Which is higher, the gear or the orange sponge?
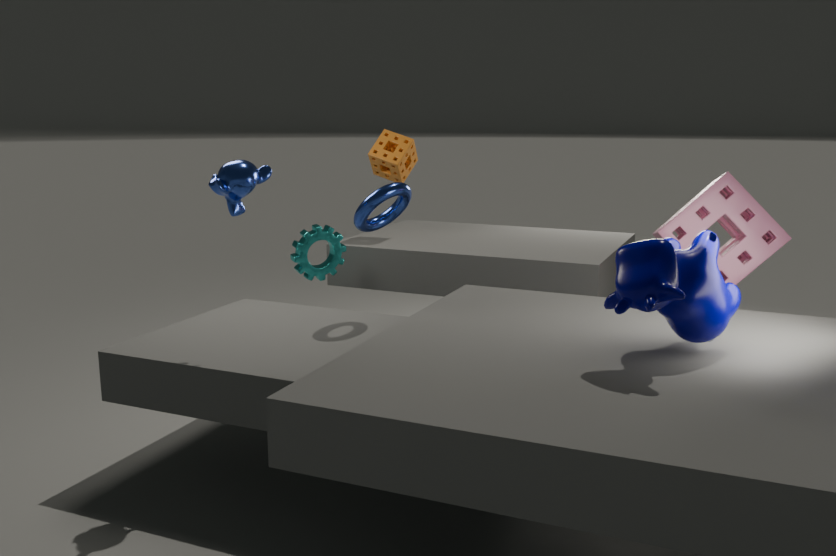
the orange sponge
